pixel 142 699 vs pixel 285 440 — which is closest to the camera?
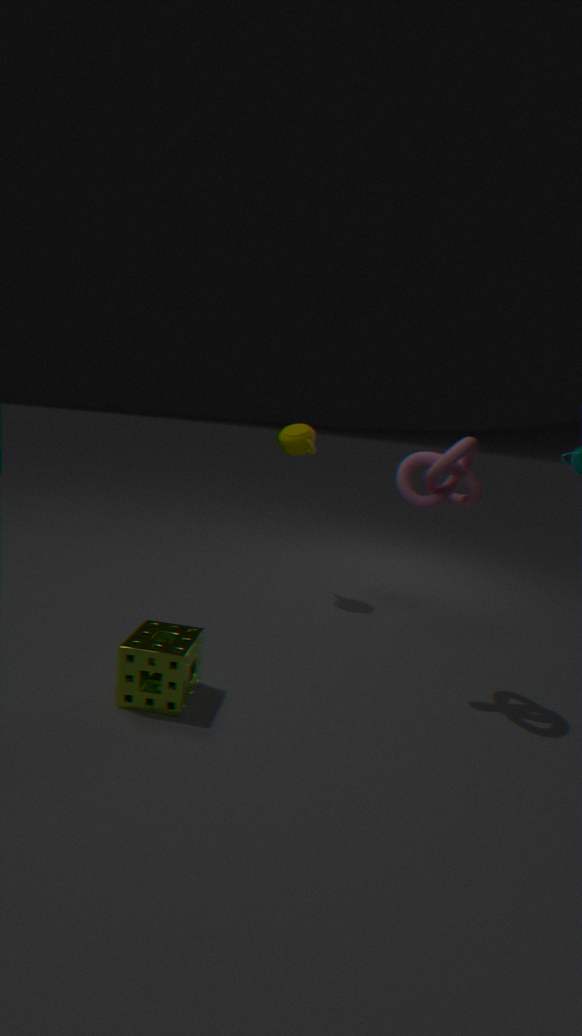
pixel 142 699
